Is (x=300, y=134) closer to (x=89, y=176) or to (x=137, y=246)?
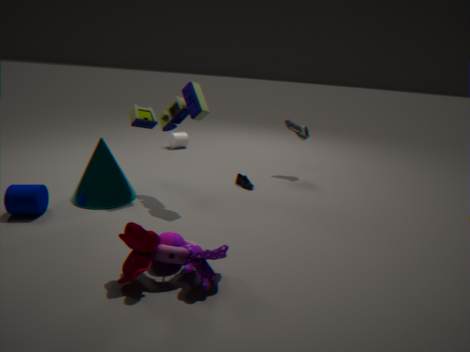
(x=89, y=176)
